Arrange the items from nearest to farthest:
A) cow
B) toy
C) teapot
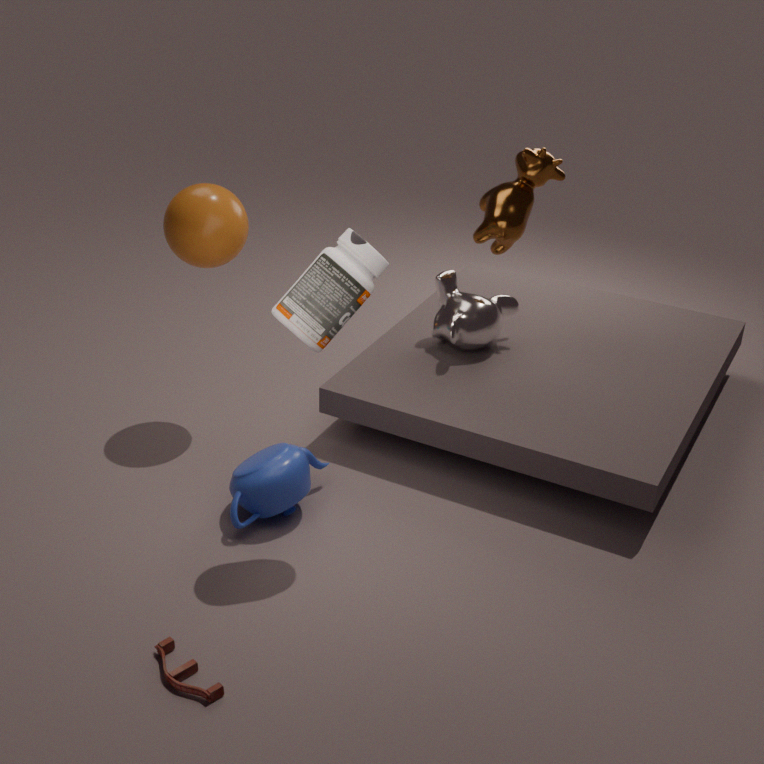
toy
teapot
cow
